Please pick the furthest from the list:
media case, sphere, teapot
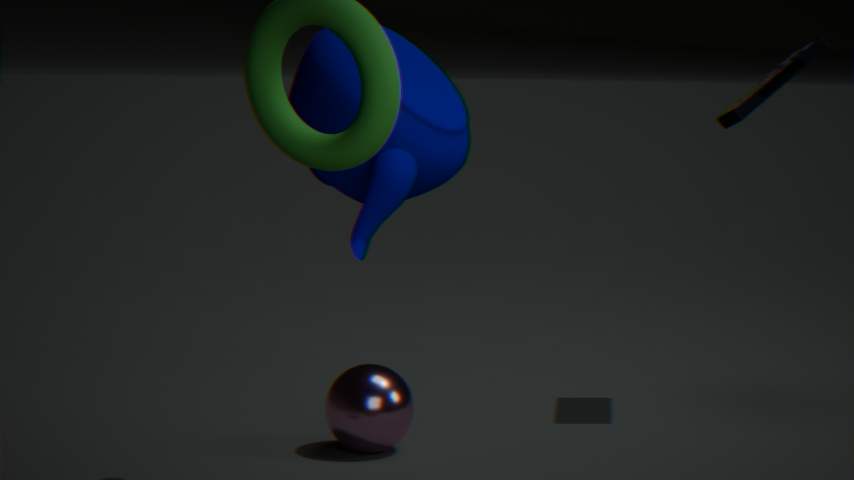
media case
